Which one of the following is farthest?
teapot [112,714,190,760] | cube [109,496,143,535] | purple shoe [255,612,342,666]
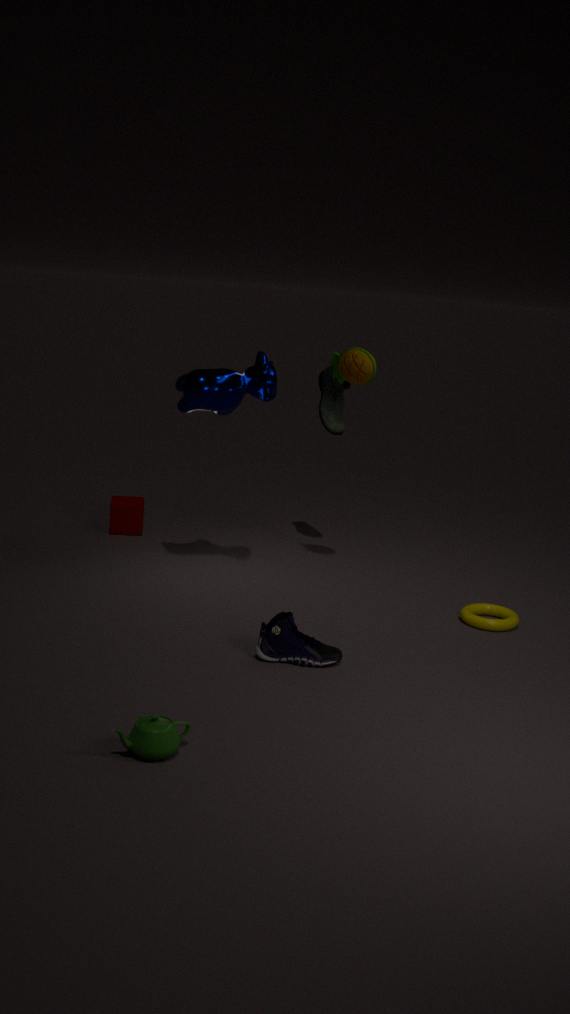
cube [109,496,143,535]
